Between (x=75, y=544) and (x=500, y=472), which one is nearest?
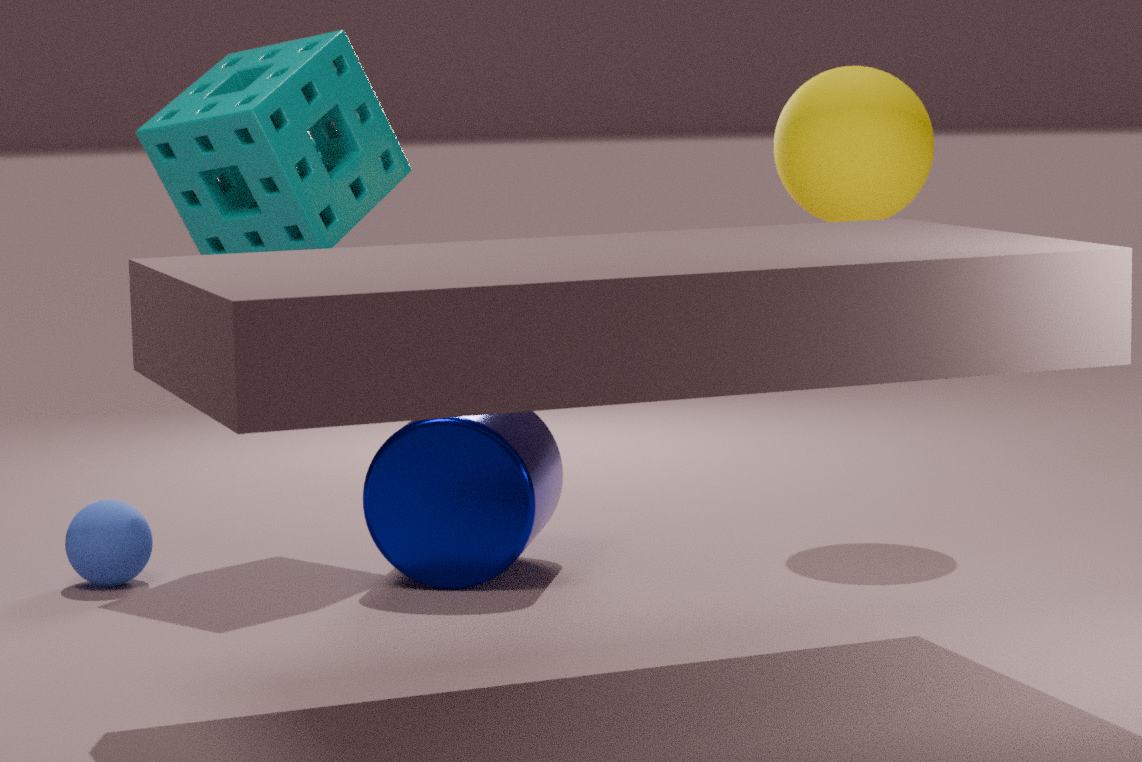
(x=500, y=472)
